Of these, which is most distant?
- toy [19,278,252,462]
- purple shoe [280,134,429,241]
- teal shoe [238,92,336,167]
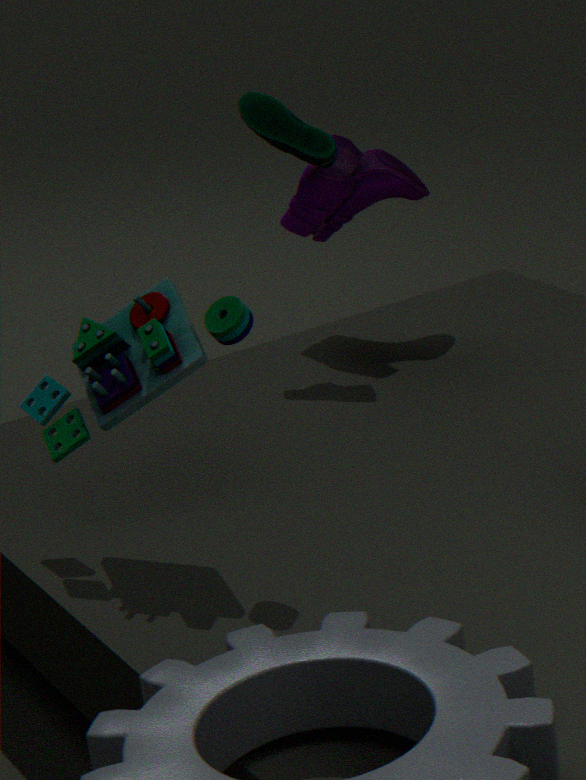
purple shoe [280,134,429,241]
